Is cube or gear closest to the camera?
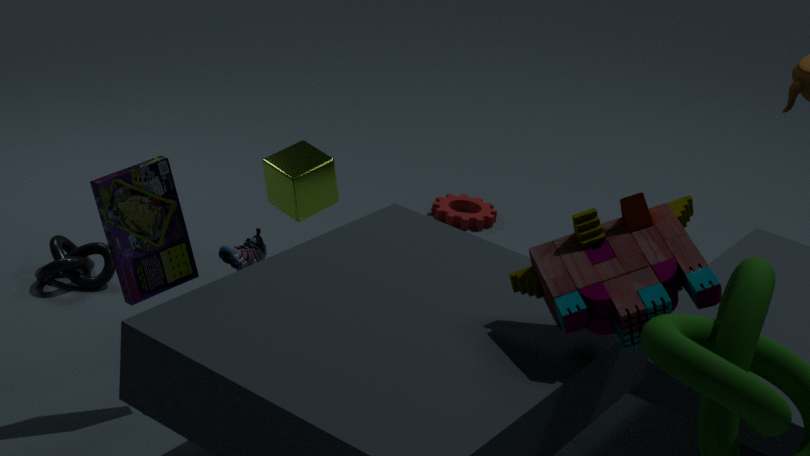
cube
